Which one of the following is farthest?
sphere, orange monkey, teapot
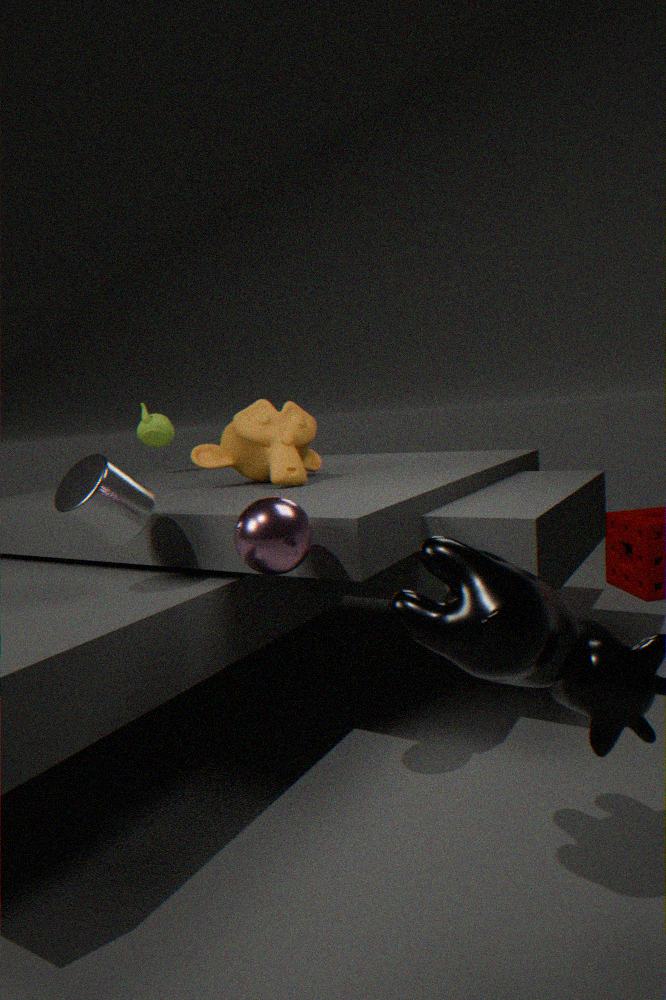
teapot
